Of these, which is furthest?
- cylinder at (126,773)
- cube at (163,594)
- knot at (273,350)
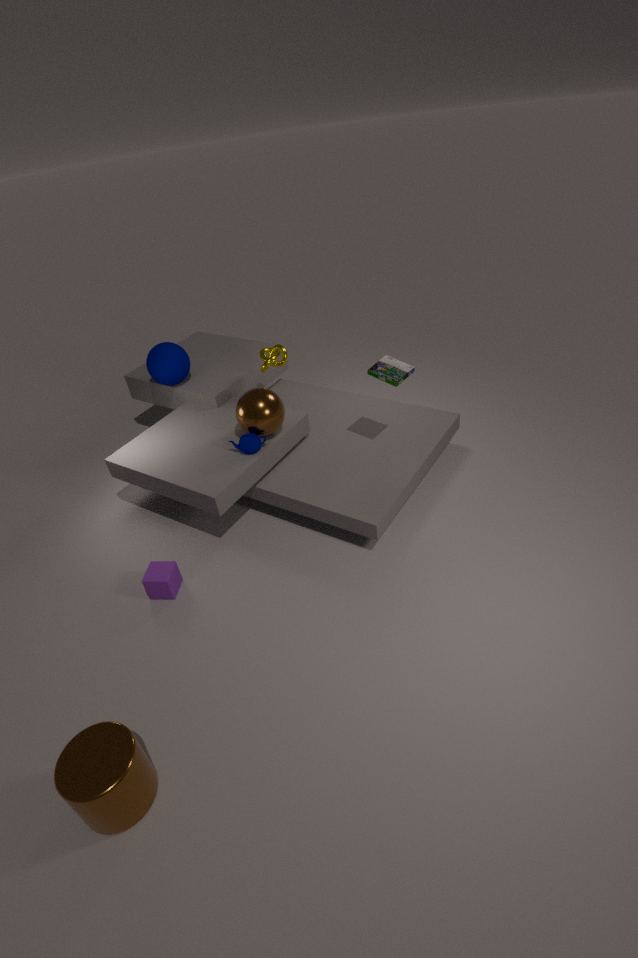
knot at (273,350)
